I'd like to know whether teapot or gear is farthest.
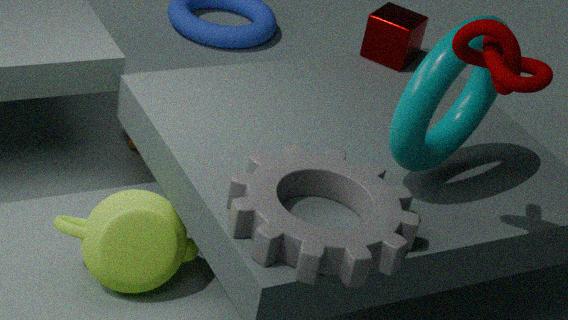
teapot
